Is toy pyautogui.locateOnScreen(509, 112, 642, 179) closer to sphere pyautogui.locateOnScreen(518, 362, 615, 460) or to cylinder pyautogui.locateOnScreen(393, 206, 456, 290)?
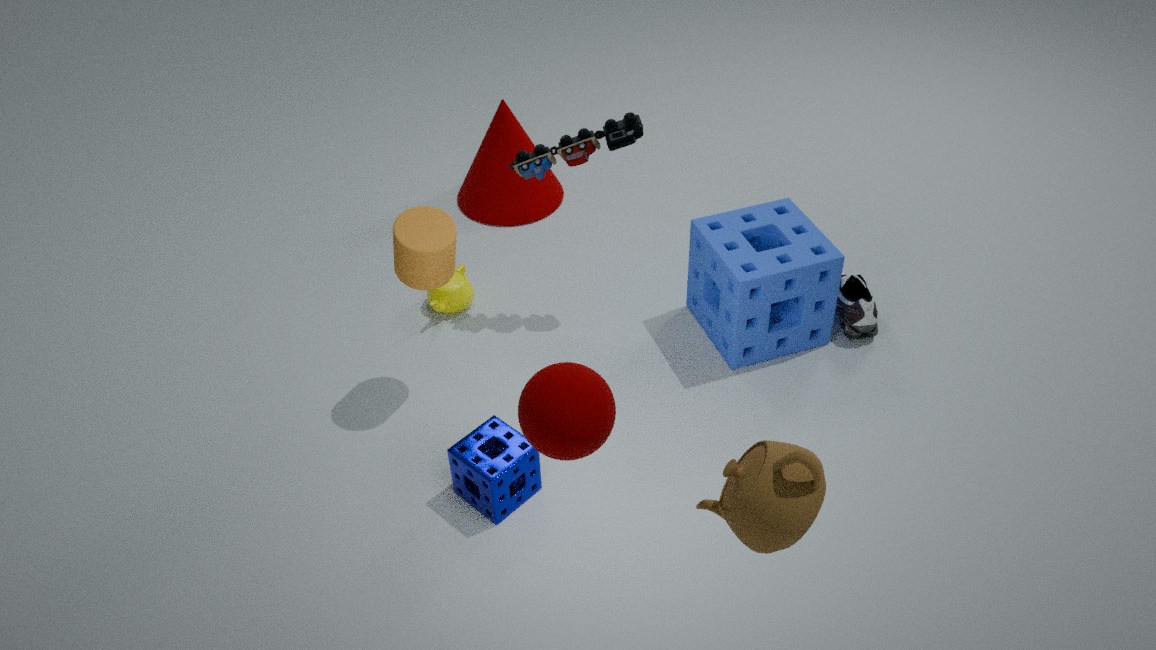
cylinder pyautogui.locateOnScreen(393, 206, 456, 290)
